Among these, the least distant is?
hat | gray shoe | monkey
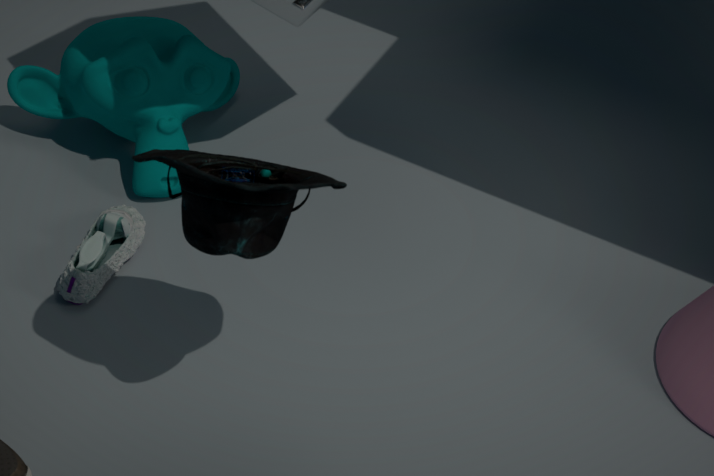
hat
